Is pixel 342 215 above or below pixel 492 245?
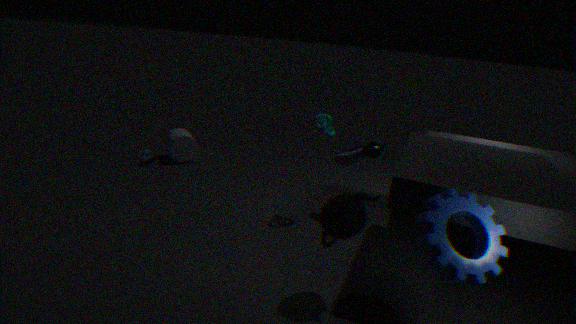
below
